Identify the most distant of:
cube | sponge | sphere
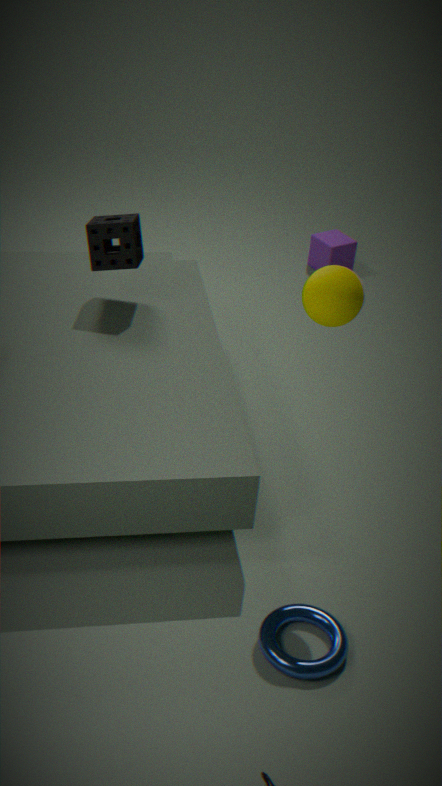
cube
